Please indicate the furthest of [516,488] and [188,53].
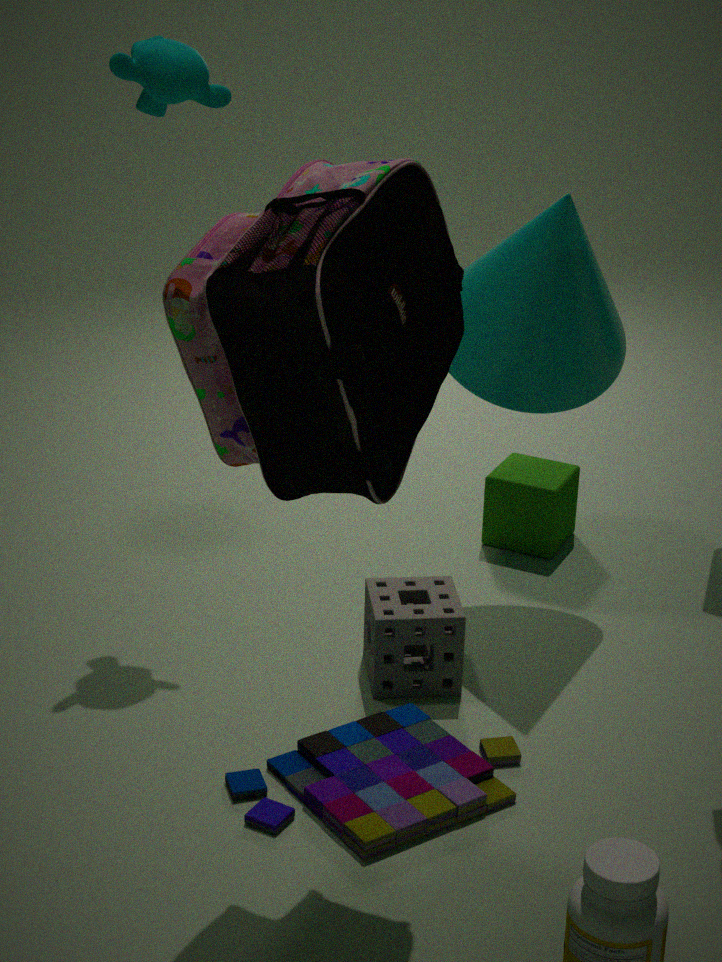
[516,488]
